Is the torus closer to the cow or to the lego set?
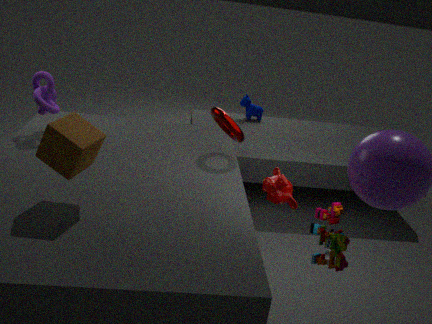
the lego set
